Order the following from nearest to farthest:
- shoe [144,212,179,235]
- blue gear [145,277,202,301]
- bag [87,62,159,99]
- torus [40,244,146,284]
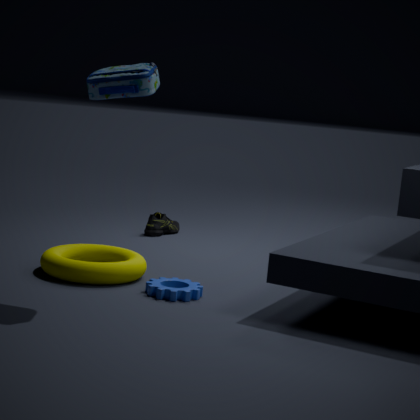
bag [87,62,159,99], blue gear [145,277,202,301], torus [40,244,146,284], shoe [144,212,179,235]
